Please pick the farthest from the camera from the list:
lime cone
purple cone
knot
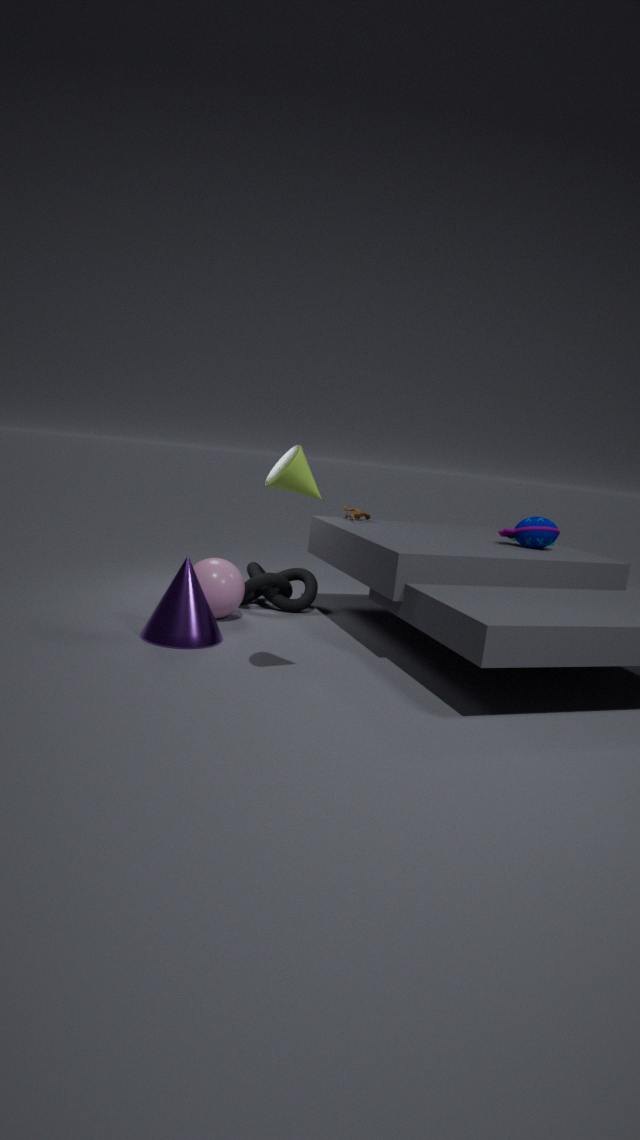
knot
